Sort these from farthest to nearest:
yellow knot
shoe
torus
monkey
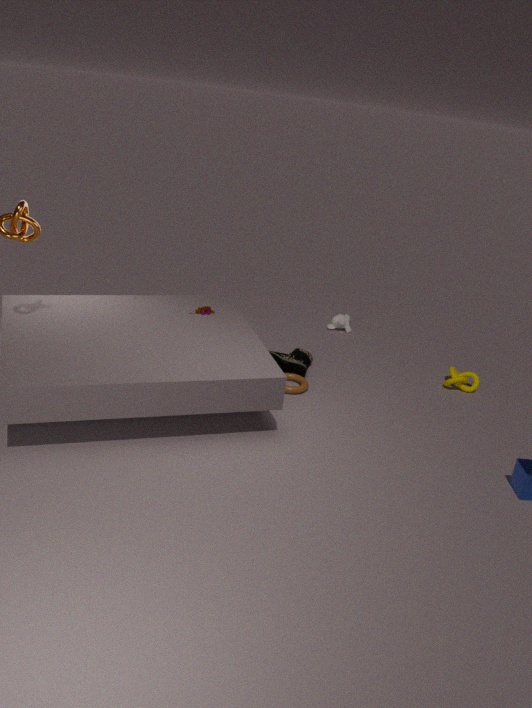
monkey, yellow knot, shoe, torus
